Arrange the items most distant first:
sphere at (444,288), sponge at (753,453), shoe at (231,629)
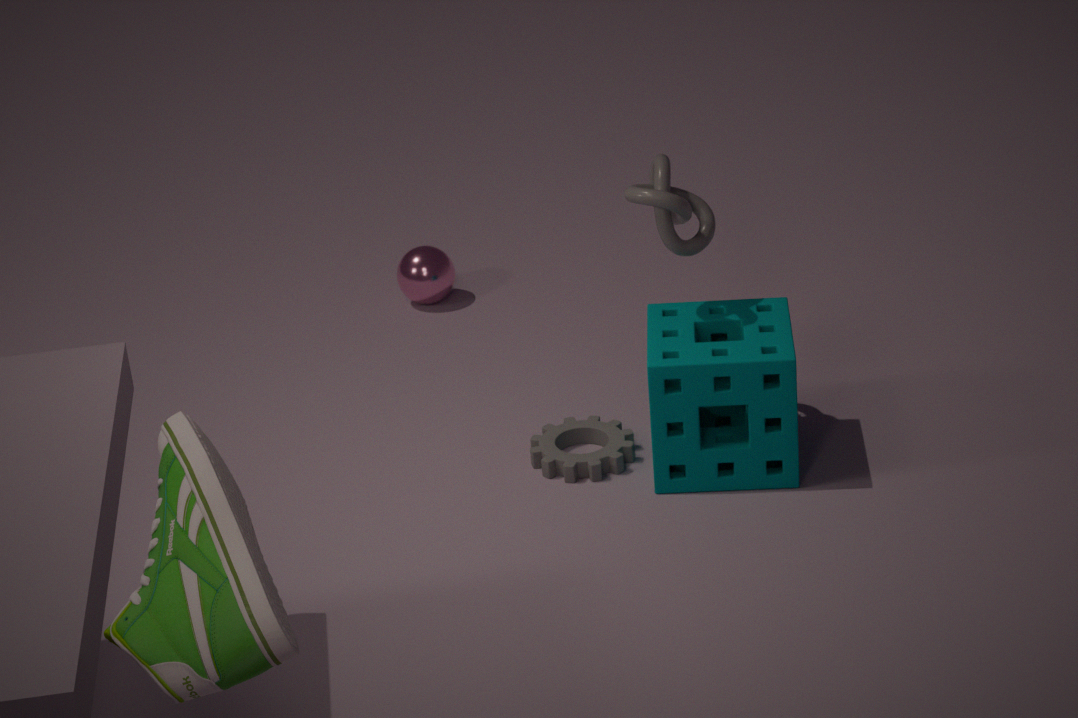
sphere at (444,288)
sponge at (753,453)
shoe at (231,629)
